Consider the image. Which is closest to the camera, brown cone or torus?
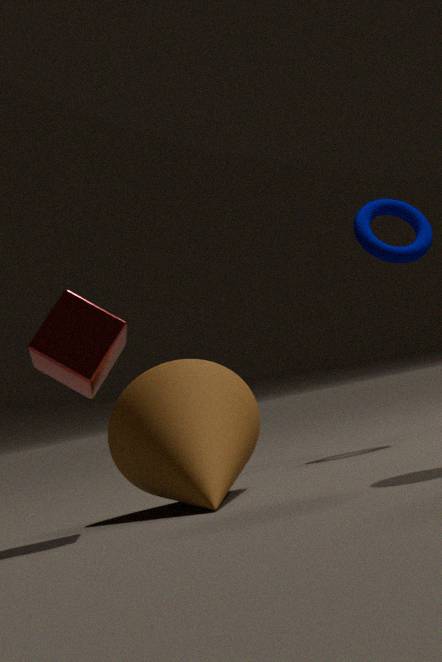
brown cone
